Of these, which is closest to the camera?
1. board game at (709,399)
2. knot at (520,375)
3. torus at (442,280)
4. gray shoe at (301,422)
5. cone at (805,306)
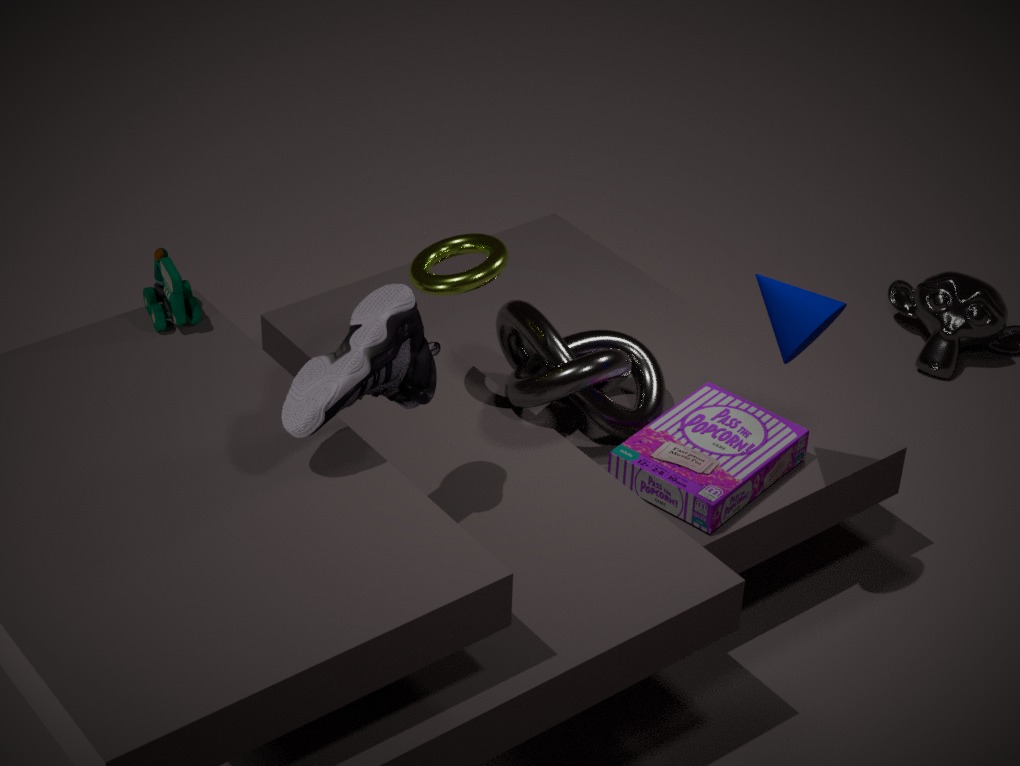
gray shoe at (301,422)
